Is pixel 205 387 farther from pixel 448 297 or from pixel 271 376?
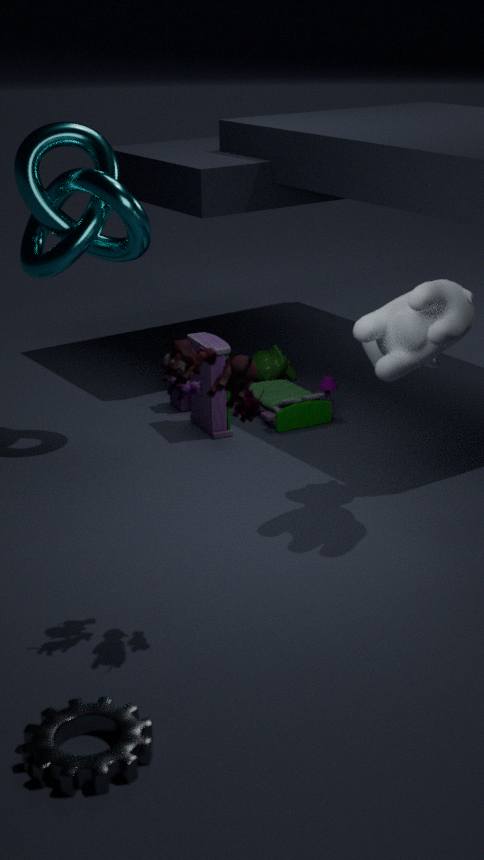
pixel 448 297
